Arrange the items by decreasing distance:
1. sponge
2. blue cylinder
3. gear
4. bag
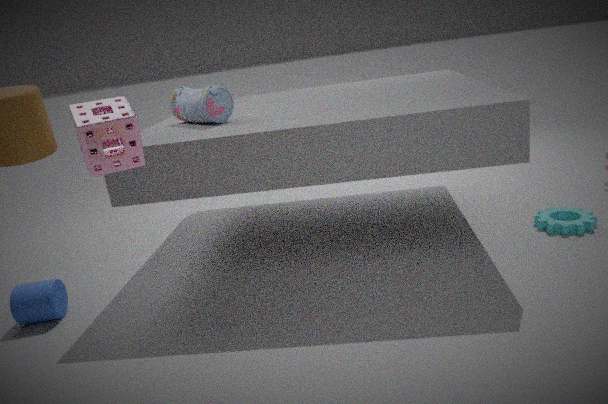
gear
bag
blue cylinder
sponge
